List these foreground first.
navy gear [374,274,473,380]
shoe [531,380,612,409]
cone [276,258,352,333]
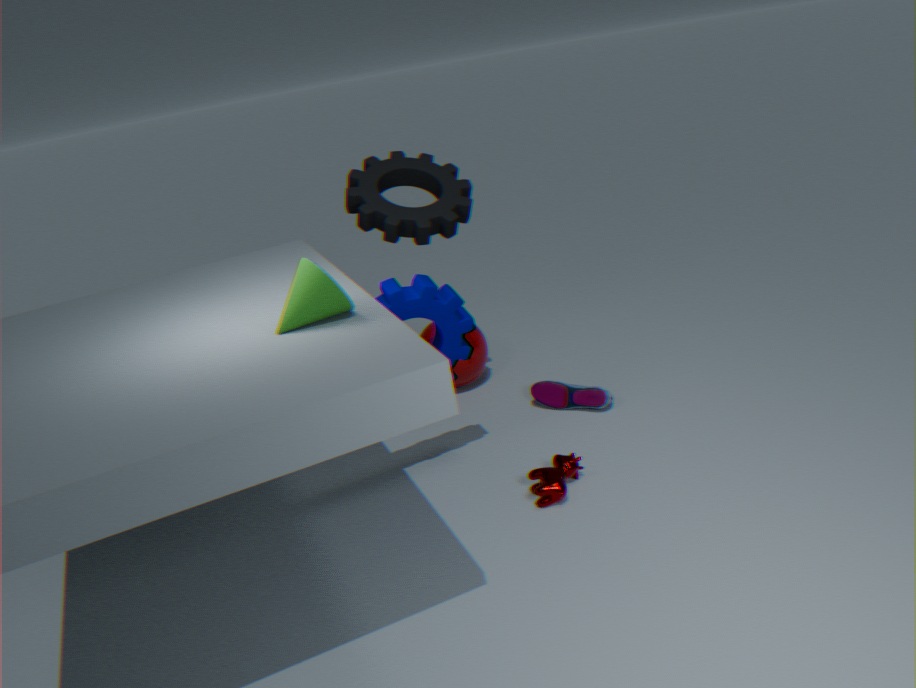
cone [276,258,352,333], navy gear [374,274,473,380], shoe [531,380,612,409]
